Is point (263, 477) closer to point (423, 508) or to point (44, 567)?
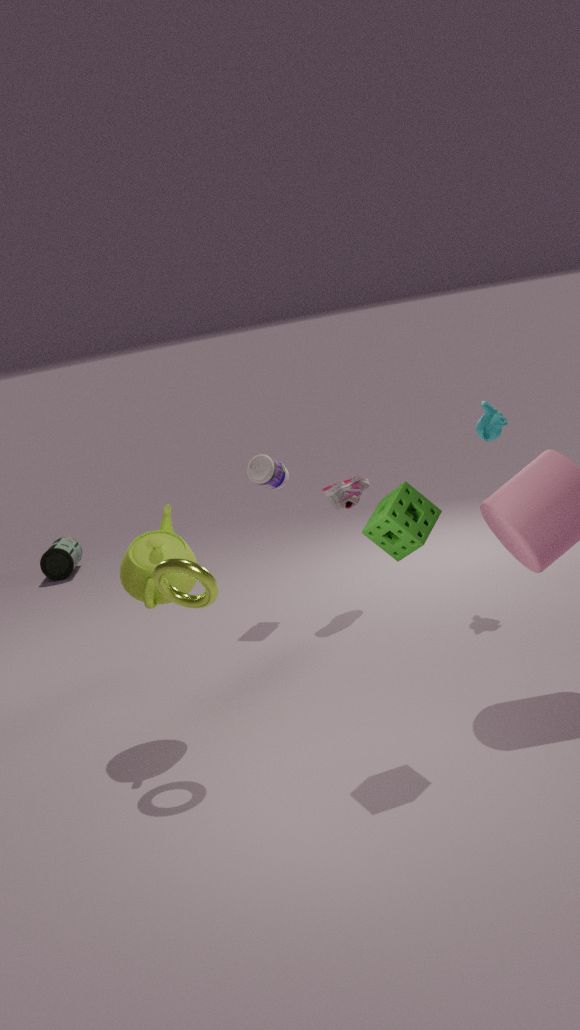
point (423, 508)
